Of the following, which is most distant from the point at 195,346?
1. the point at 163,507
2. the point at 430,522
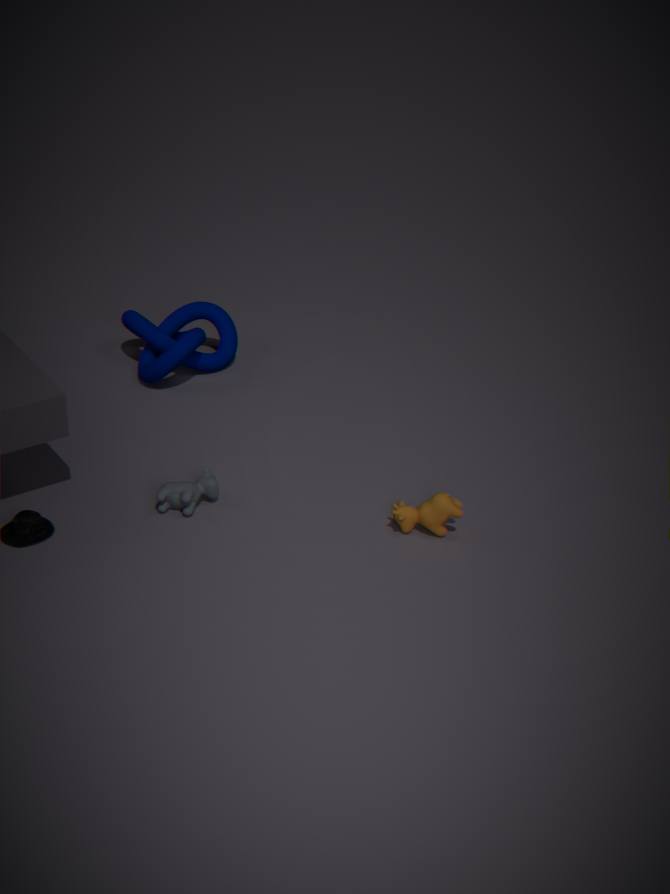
the point at 430,522
